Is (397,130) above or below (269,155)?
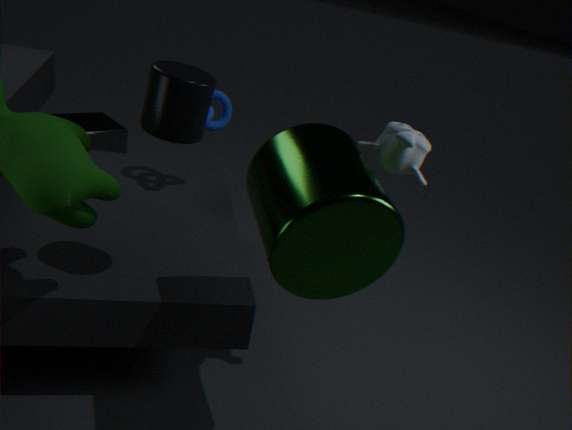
above
